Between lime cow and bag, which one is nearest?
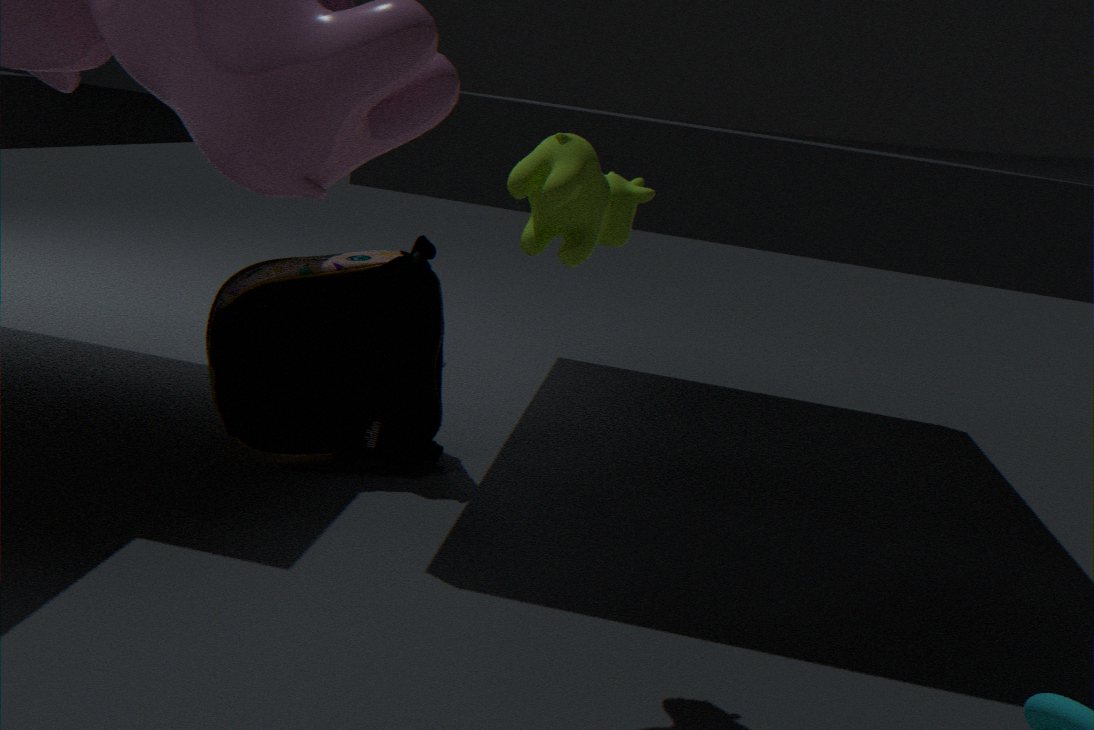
lime cow
